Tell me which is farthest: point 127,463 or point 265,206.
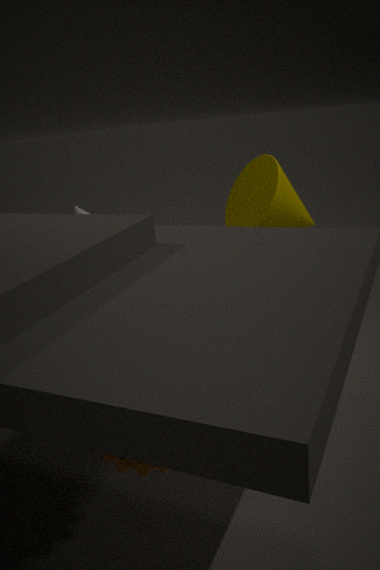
point 265,206
